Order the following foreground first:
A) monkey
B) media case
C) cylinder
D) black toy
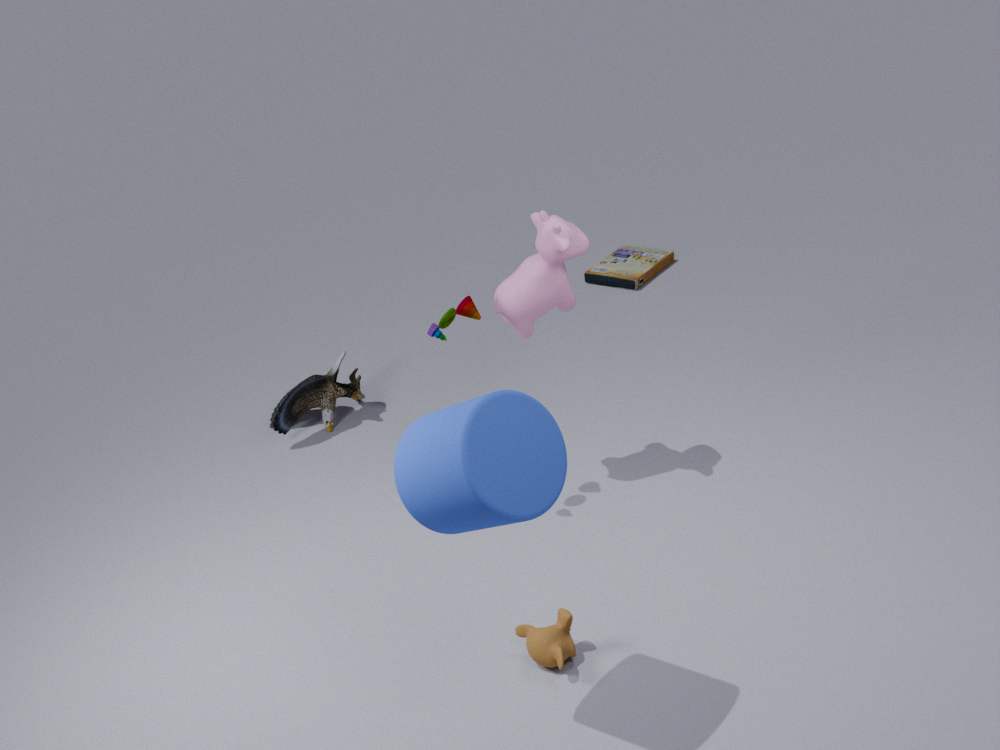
cylinder < monkey < black toy < media case
